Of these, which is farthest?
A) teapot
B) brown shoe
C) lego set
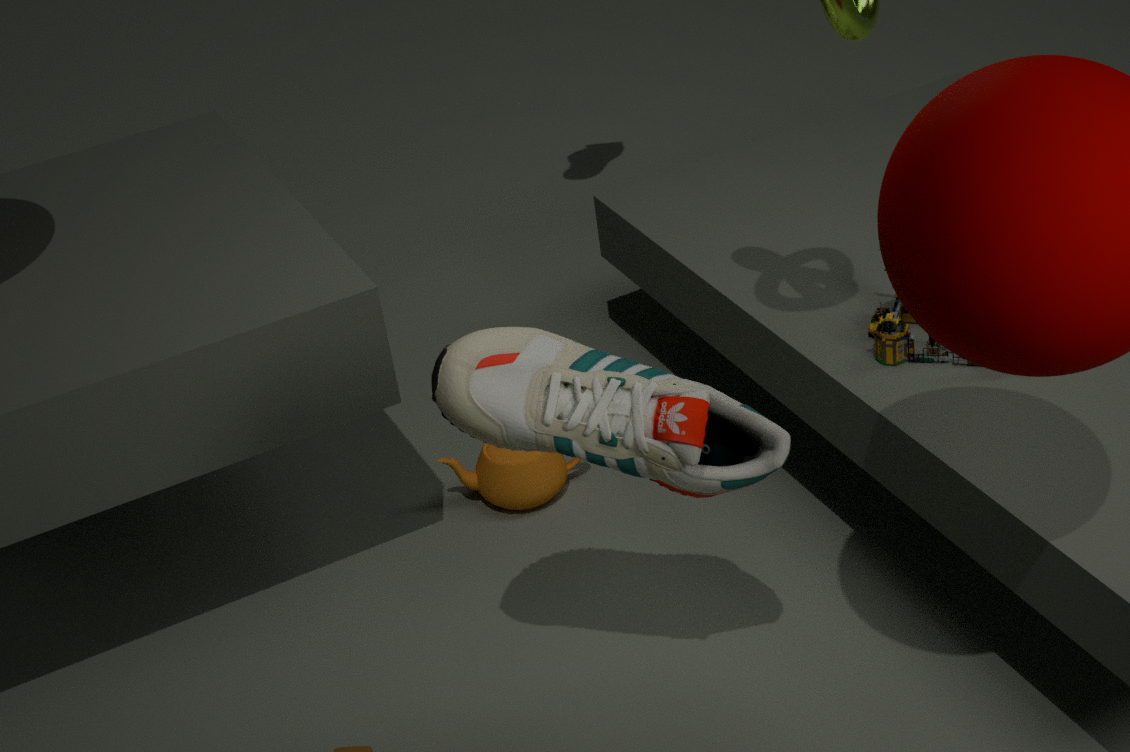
teapot
